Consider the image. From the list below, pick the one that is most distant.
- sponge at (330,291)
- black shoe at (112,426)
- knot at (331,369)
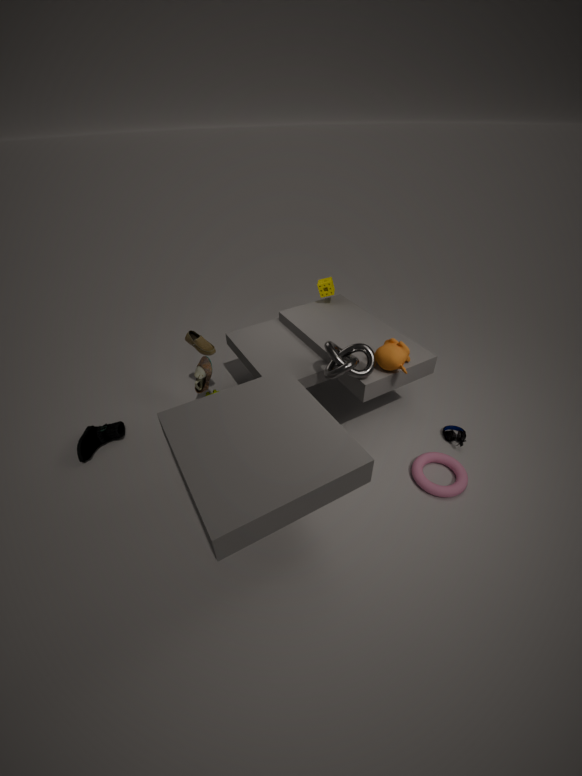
sponge at (330,291)
